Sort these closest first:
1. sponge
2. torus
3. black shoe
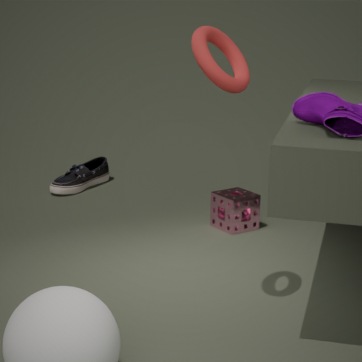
torus
sponge
black shoe
